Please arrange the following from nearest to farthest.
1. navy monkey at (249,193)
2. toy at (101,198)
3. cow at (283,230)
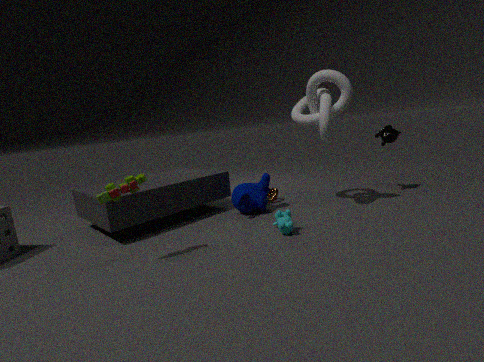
toy at (101,198) < cow at (283,230) < navy monkey at (249,193)
